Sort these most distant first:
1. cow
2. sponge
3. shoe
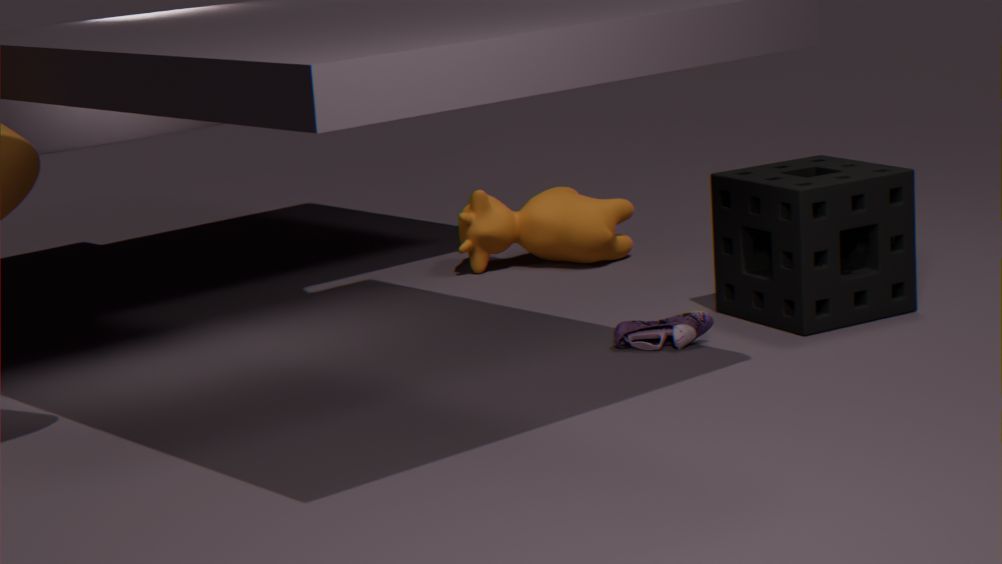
cow, sponge, shoe
